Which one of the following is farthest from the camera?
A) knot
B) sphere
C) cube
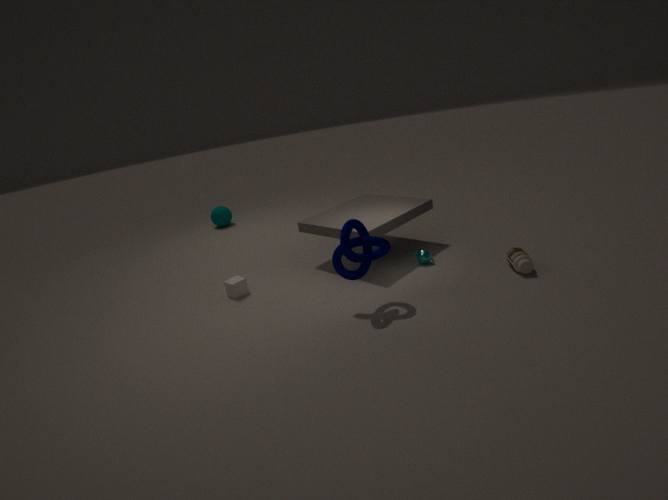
A: sphere
